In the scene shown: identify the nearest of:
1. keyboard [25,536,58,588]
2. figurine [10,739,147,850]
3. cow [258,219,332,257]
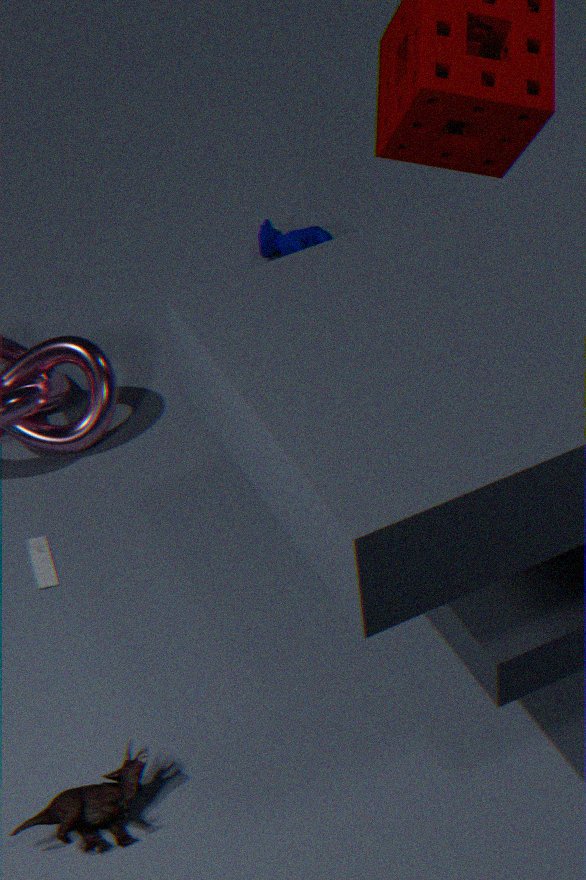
figurine [10,739,147,850]
